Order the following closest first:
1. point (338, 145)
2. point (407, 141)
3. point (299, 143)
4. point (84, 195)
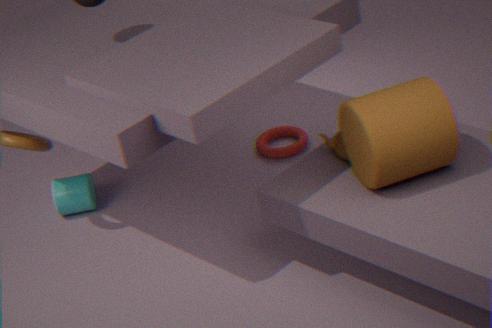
point (407, 141) → point (338, 145) → point (84, 195) → point (299, 143)
